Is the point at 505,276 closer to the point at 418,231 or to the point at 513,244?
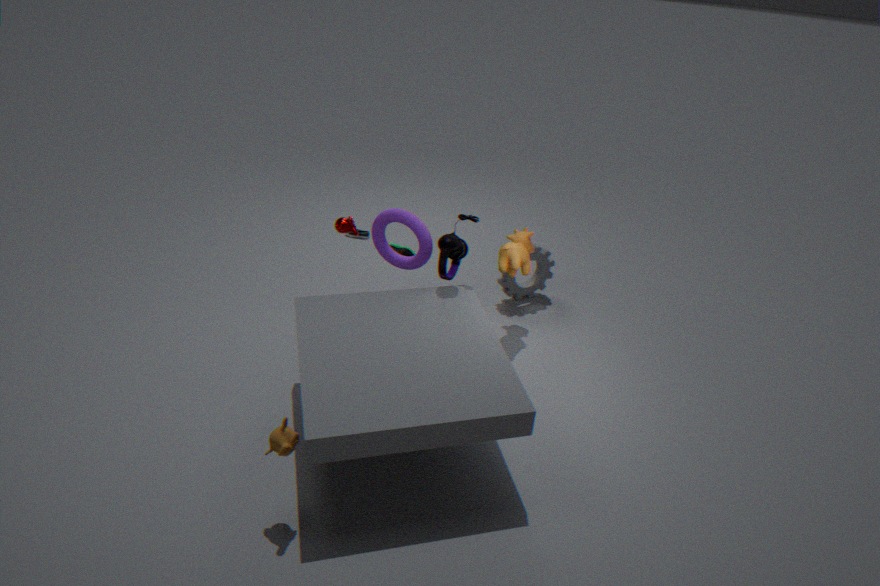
the point at 513,244
